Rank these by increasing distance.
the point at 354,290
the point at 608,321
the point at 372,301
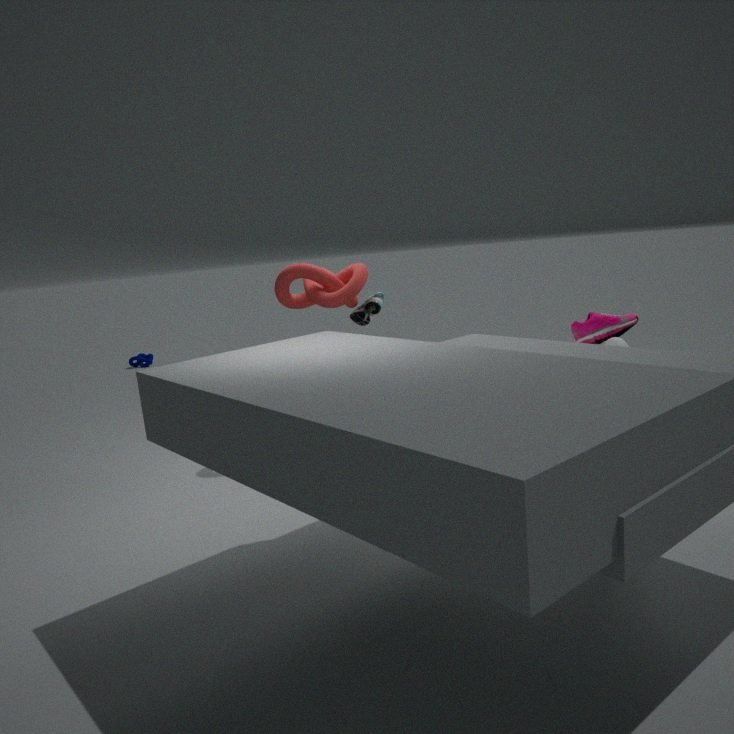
1. the point at 608,321
2. the point at 354,290
3. the point at 372,301
